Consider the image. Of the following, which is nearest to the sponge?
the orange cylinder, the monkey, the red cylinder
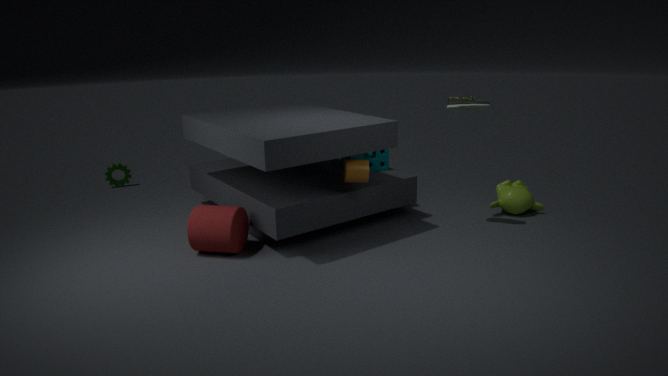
the orange cylinder
